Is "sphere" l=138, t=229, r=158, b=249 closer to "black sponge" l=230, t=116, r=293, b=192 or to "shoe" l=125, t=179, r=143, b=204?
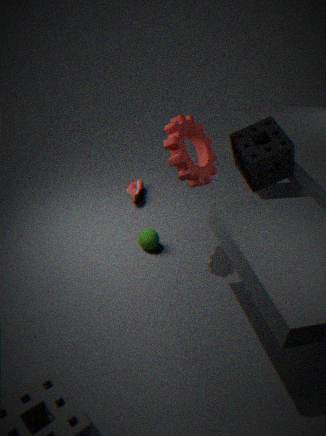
"shoe" l=125, t=179, r=143, b=204
